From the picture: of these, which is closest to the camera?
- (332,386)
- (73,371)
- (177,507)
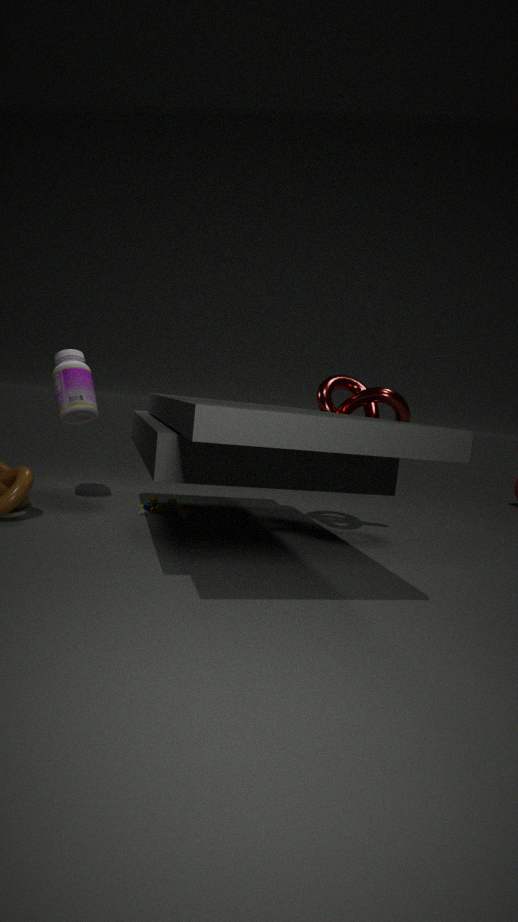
(332,386)
